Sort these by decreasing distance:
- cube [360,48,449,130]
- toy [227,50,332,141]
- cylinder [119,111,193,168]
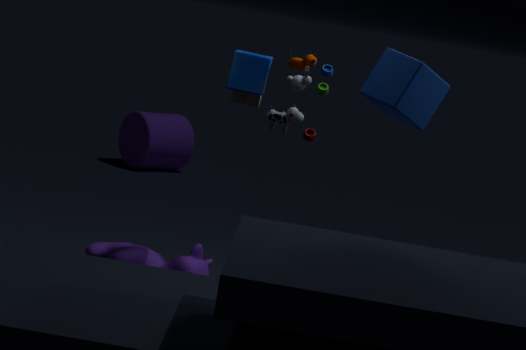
cylinder [119,111,193,168] → toy [227,50,332,141] → cube [360,48,449,130]
